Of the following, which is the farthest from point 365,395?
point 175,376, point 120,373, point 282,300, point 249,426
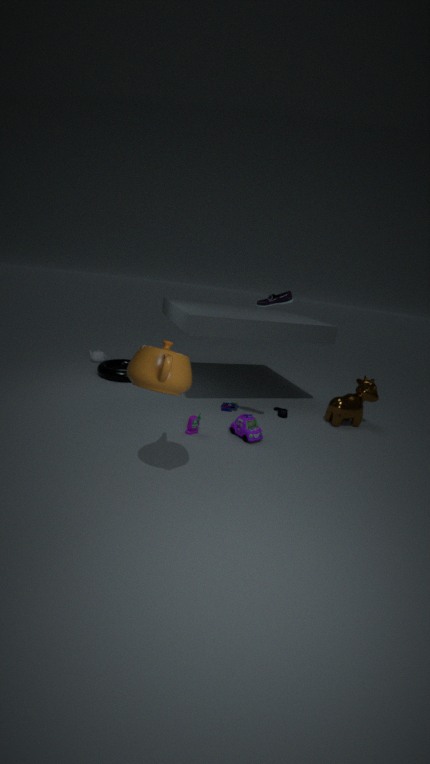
point 120,373
